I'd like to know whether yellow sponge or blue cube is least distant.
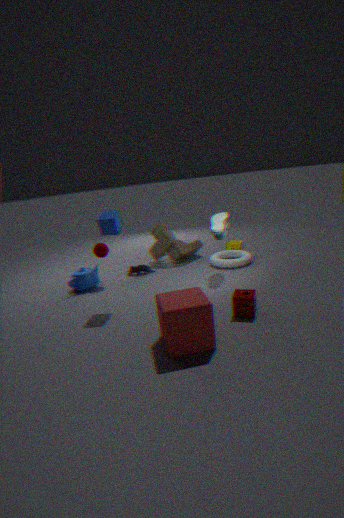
blue cube
